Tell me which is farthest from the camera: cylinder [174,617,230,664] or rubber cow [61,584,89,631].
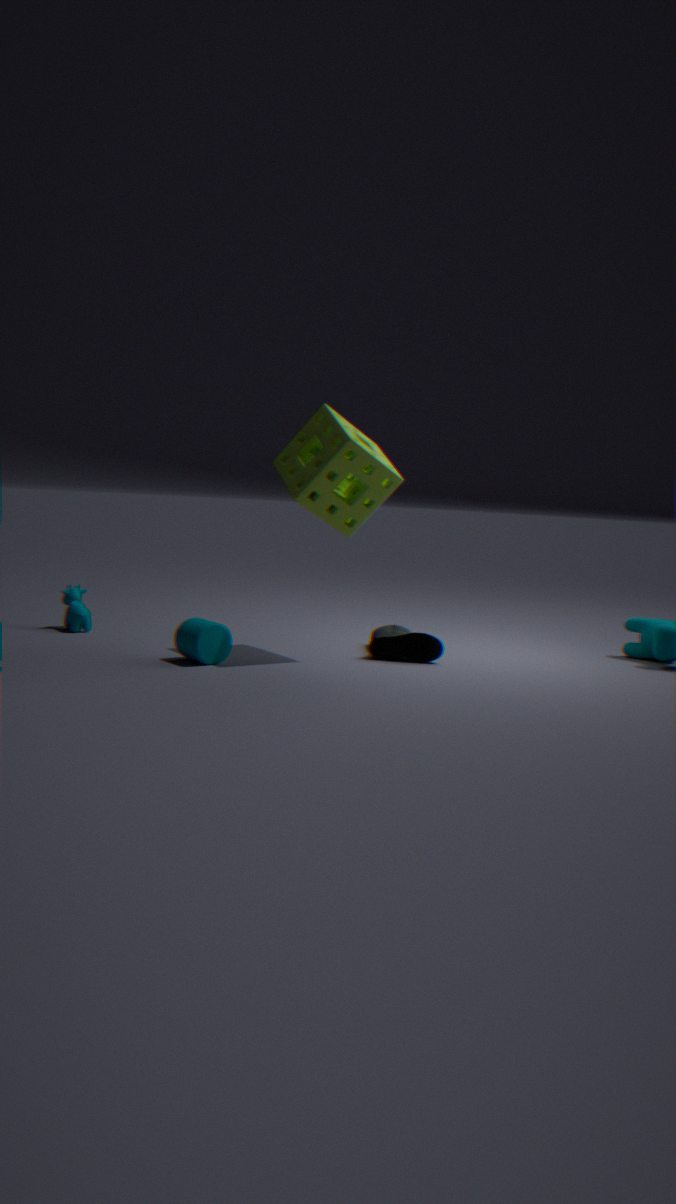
rubber cow [61,584,89,631]
